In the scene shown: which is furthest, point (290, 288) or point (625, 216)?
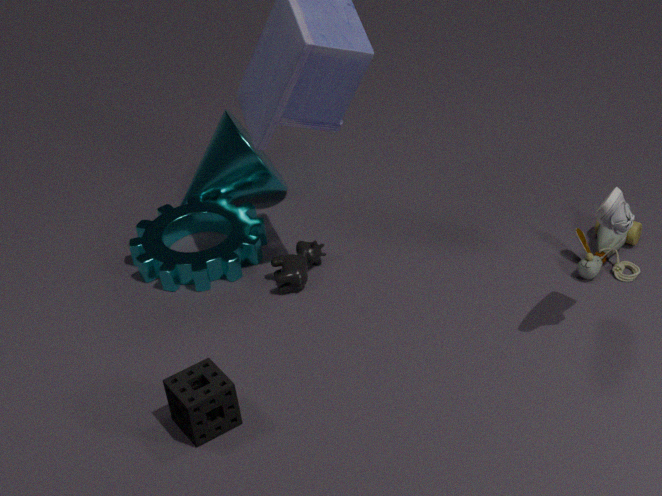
point (290, 288)
